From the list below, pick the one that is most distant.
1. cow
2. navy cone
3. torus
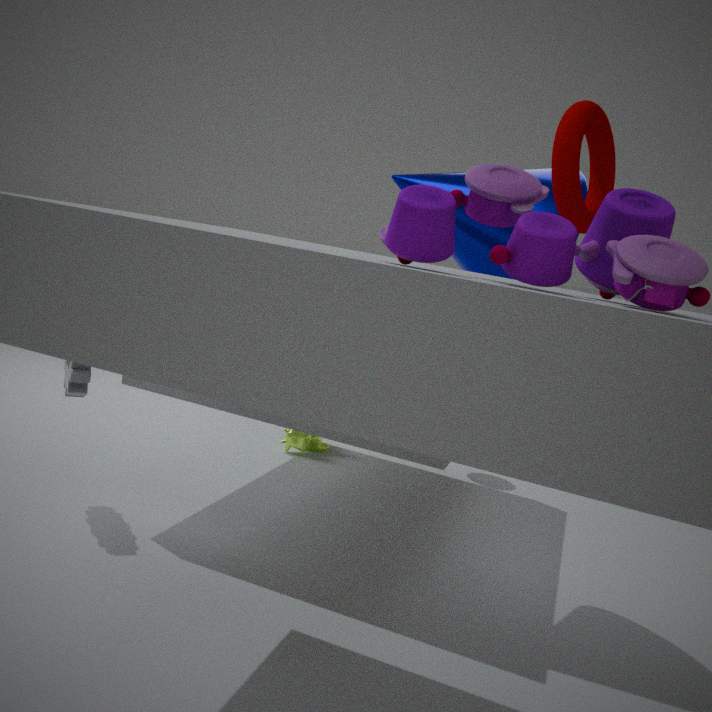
cow
